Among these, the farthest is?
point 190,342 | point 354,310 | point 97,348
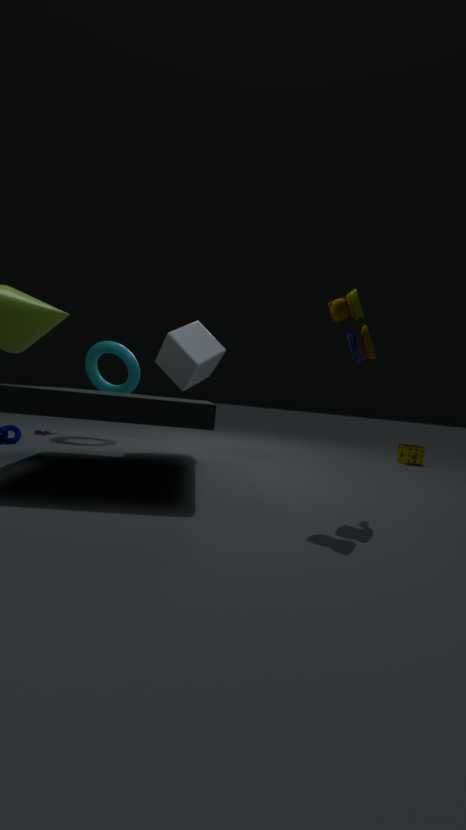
point 97,348
